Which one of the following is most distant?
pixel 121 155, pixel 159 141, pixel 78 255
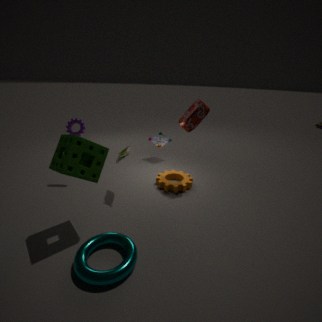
pixel 159 141
